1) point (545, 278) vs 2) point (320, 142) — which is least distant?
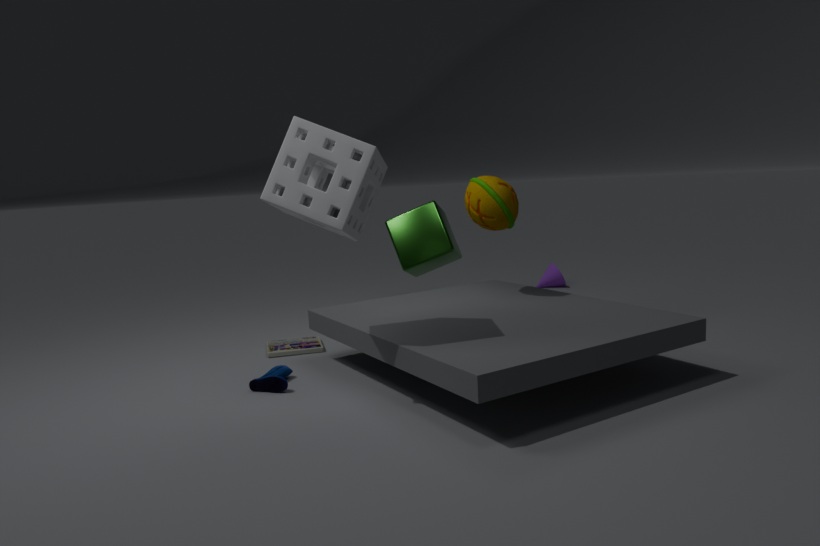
2. point (320, 142)
